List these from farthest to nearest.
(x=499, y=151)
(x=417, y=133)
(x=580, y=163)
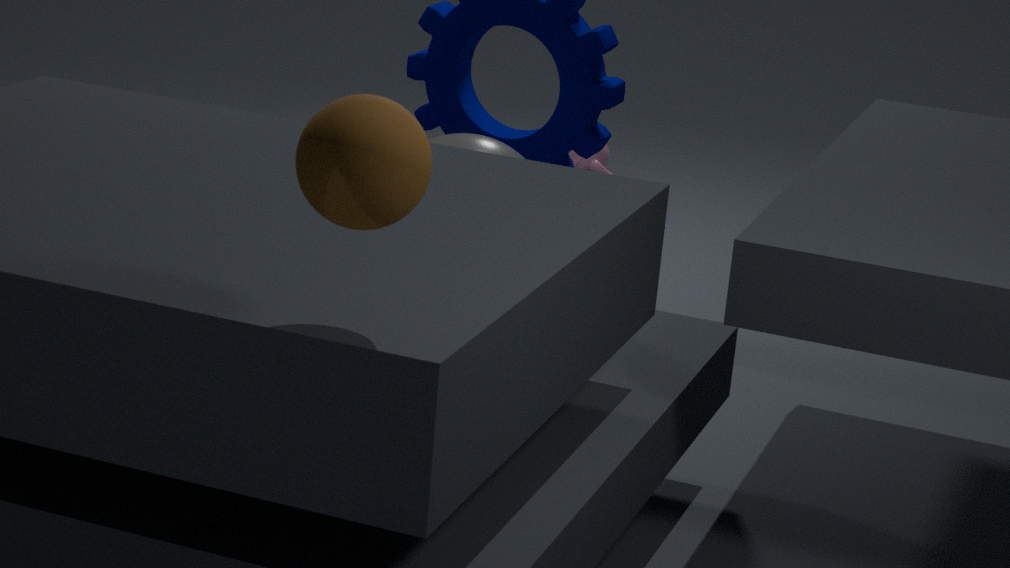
(x=580, y=163), (x=499, y=151), (x=417, y=133)
